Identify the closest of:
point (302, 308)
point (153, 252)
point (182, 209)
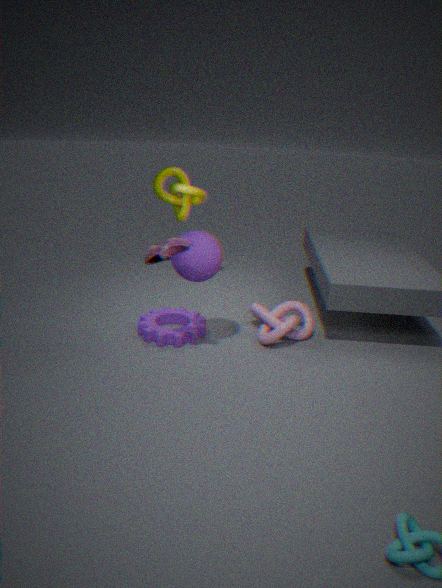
point (153, 252)
